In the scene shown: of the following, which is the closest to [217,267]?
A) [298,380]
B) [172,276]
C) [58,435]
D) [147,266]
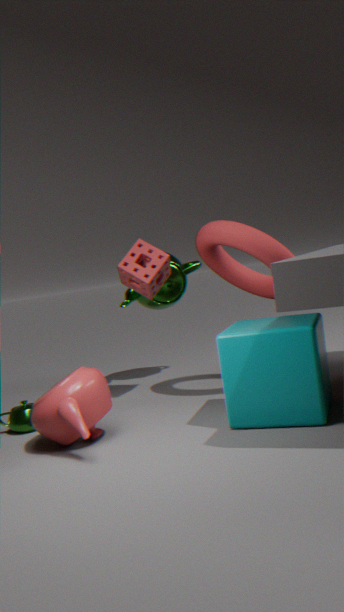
[147,266]
